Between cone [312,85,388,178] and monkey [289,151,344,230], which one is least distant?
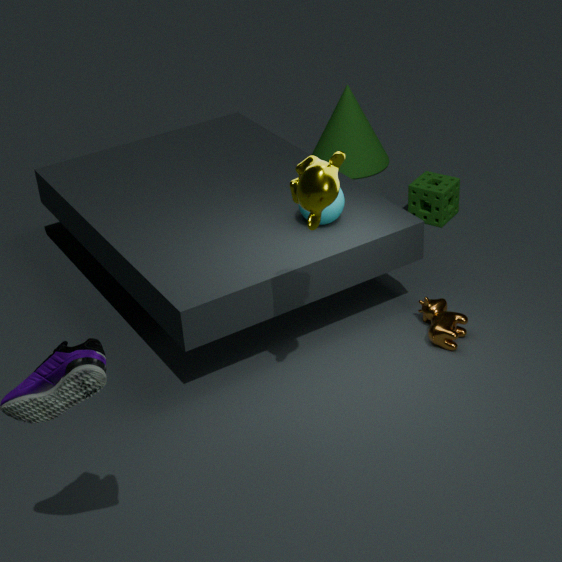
monkey [289,151,344,230]
